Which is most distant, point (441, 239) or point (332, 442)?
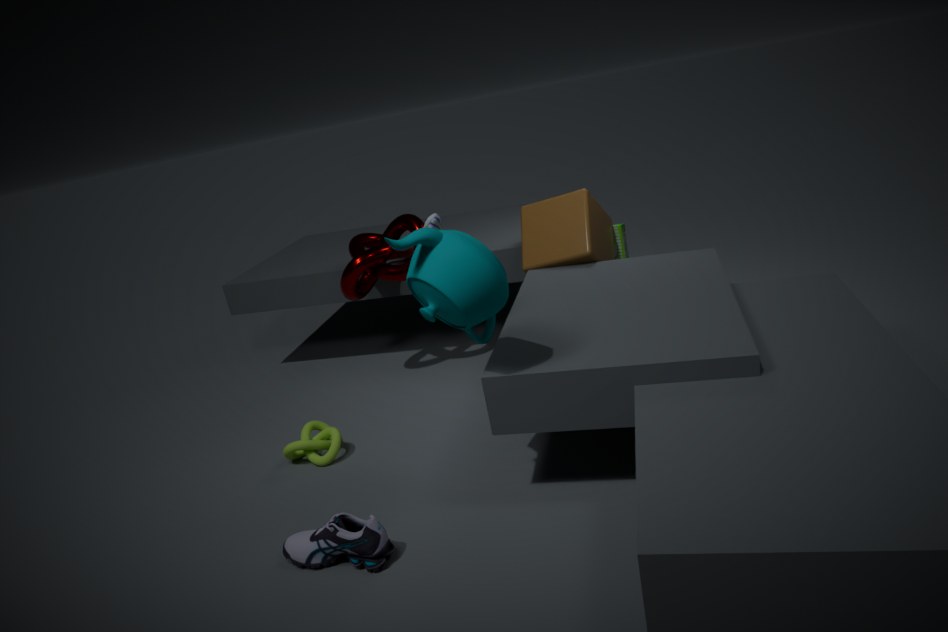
point (332, 442)
